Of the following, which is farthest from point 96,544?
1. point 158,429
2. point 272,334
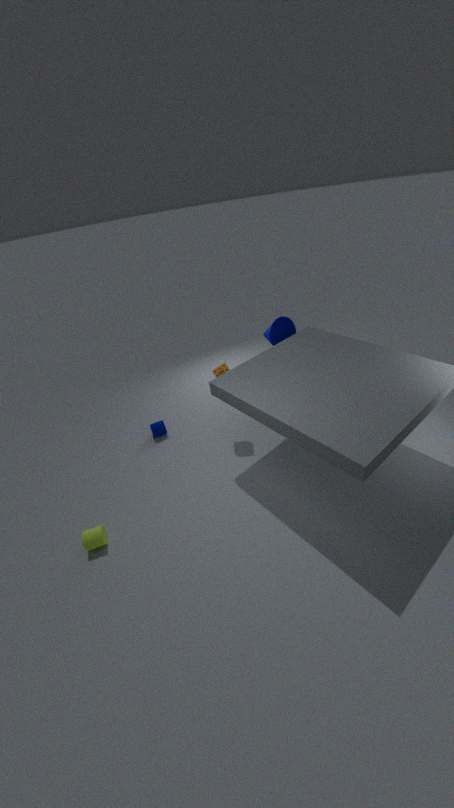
point 272,334
